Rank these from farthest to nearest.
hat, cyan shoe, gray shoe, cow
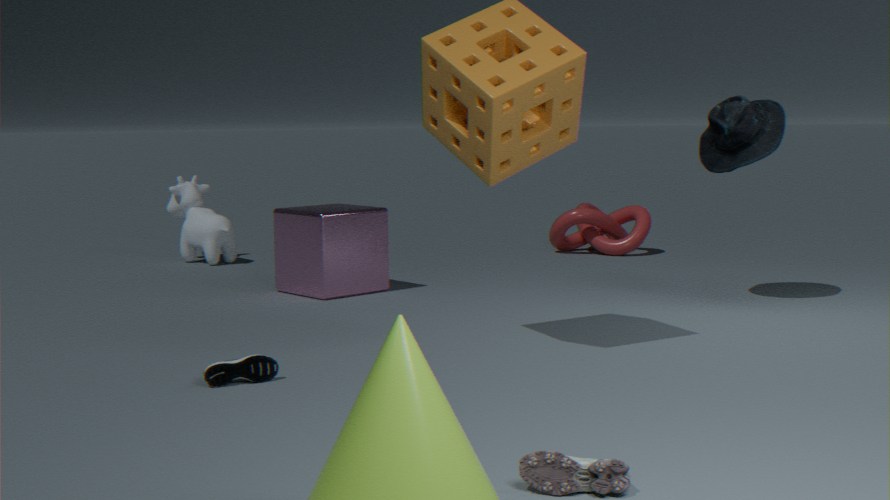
1. cow
2. hat
3. cyan shoe
4. gray shoe
